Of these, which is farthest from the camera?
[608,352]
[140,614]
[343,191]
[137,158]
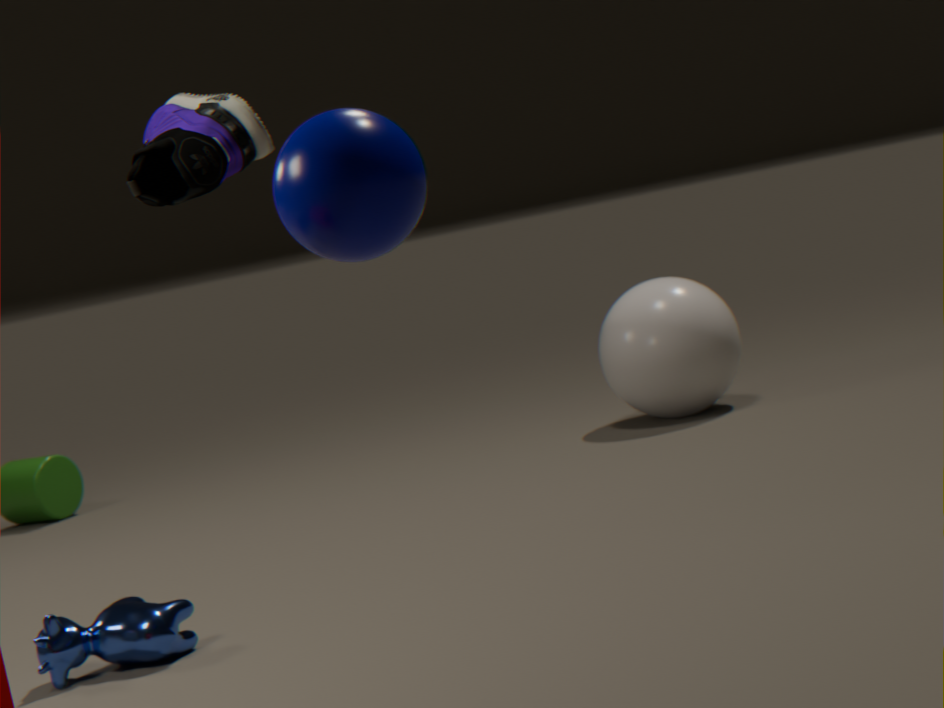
[608,352]
